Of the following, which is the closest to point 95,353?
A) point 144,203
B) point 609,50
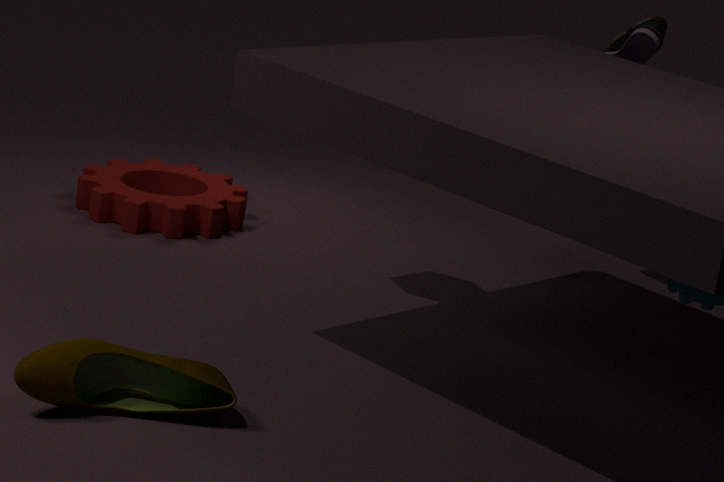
point 144,203
